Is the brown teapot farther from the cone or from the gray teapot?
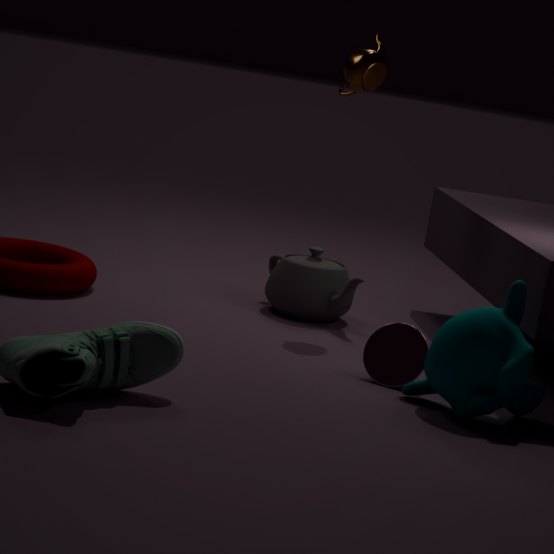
the cone
